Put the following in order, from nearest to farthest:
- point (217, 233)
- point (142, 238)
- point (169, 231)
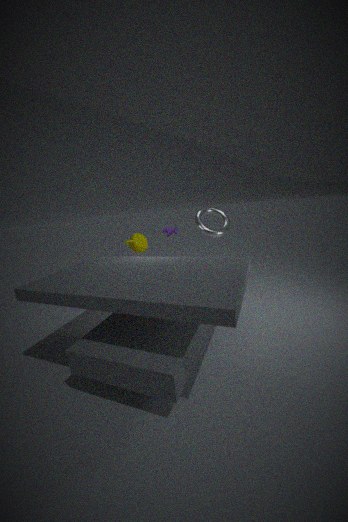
point (217, 233)
point (169, 231)
point (142, 238)
